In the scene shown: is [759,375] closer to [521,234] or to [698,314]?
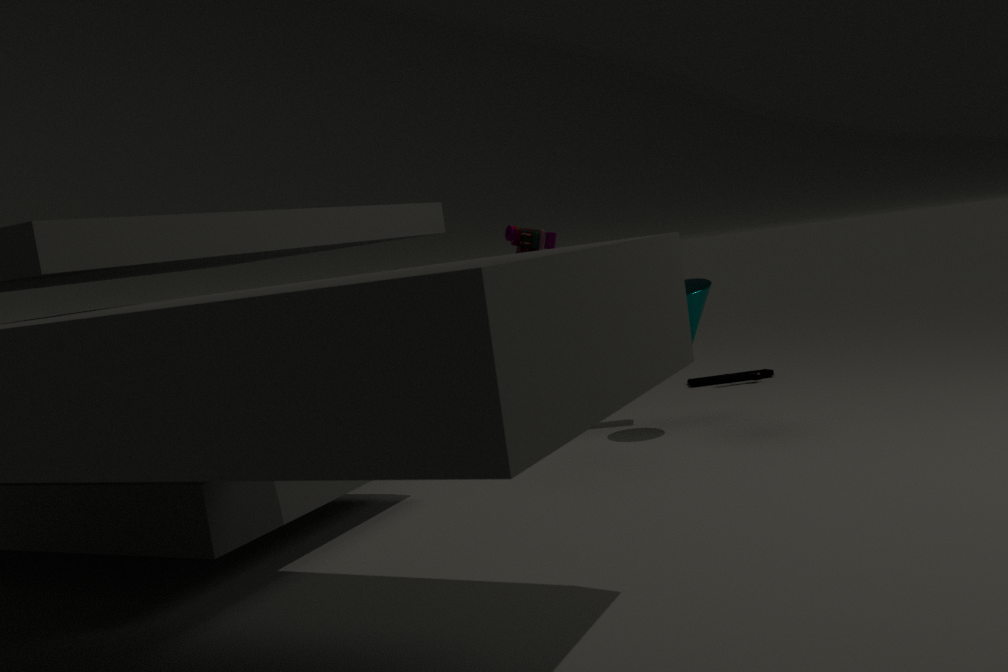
[698,314]
